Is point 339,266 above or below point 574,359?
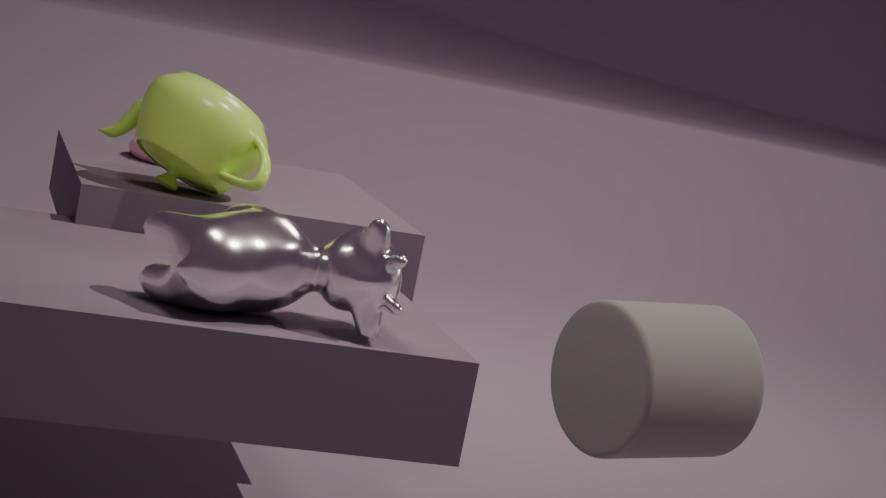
above
